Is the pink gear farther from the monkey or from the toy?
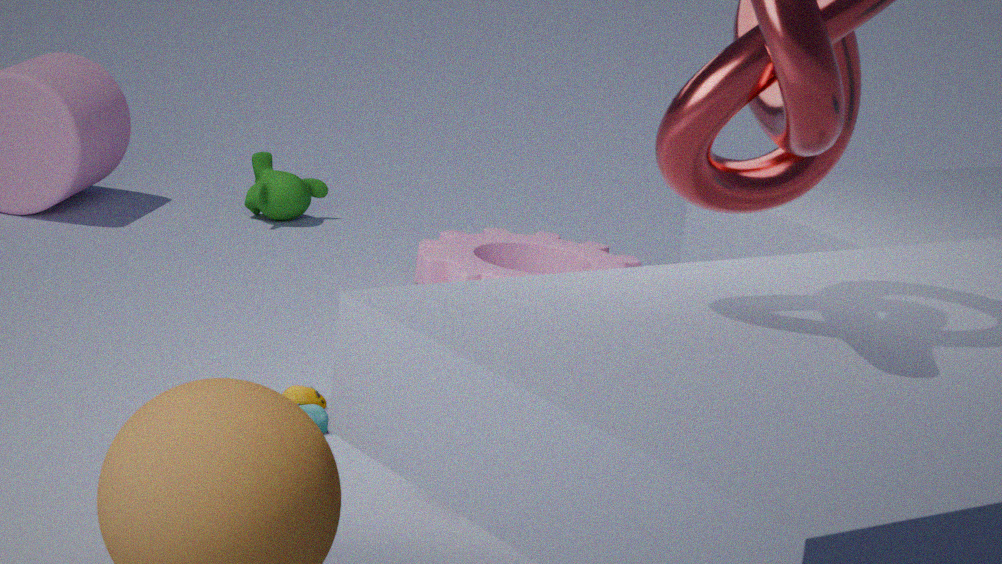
the toy
